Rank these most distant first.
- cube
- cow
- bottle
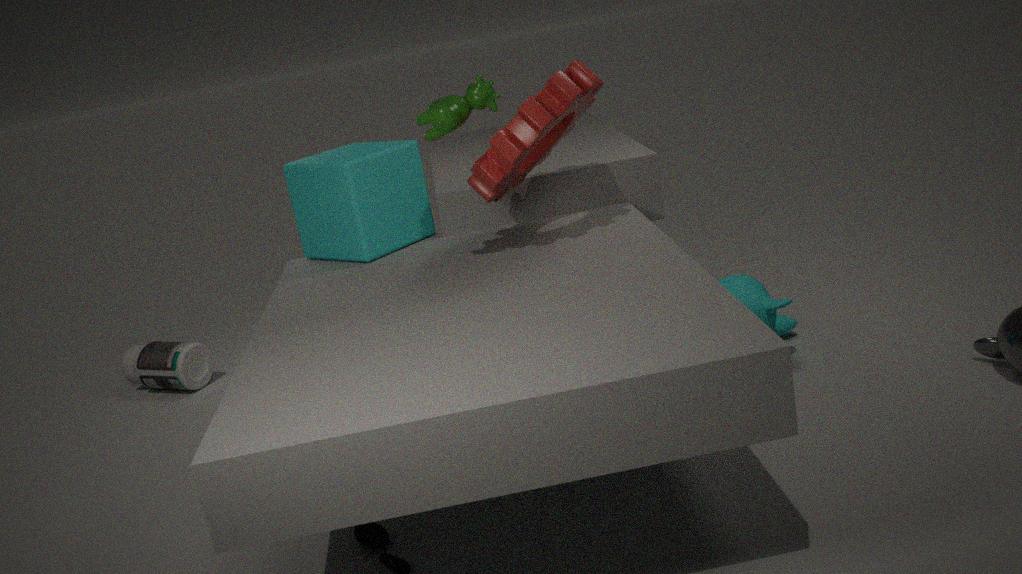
1. bottle
2. cube
3. cow
